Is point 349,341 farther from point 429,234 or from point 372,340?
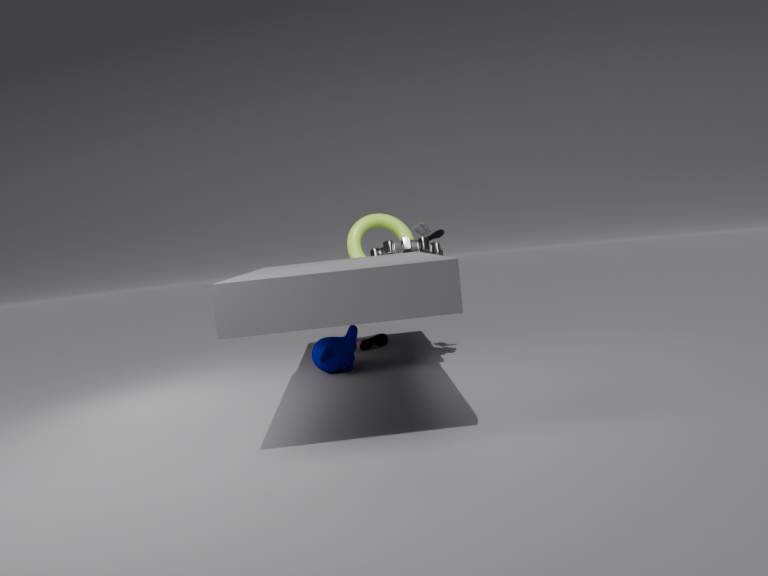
point 429,234
